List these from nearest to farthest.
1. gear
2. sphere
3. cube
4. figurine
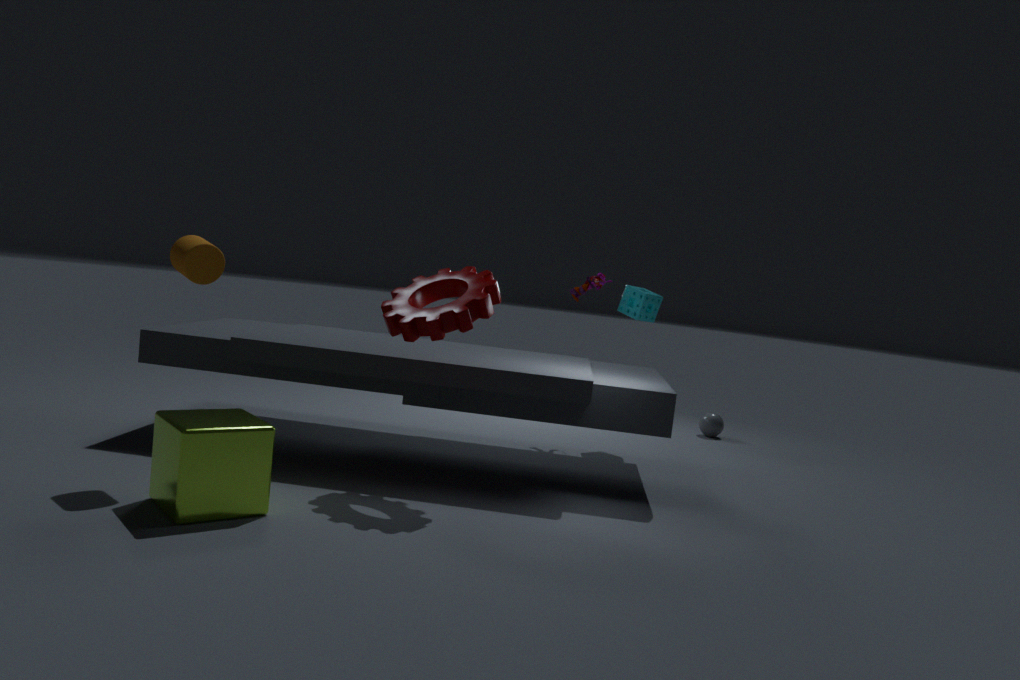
cube < gear < figurine < sphere
